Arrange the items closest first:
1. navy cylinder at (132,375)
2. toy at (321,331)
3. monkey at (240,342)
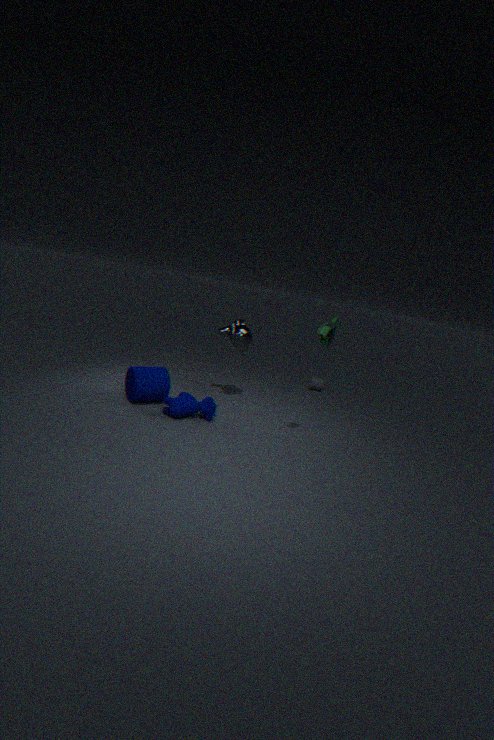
toy at (321,331) → navy cylinder at (132,375) → monkey at (240,342)
